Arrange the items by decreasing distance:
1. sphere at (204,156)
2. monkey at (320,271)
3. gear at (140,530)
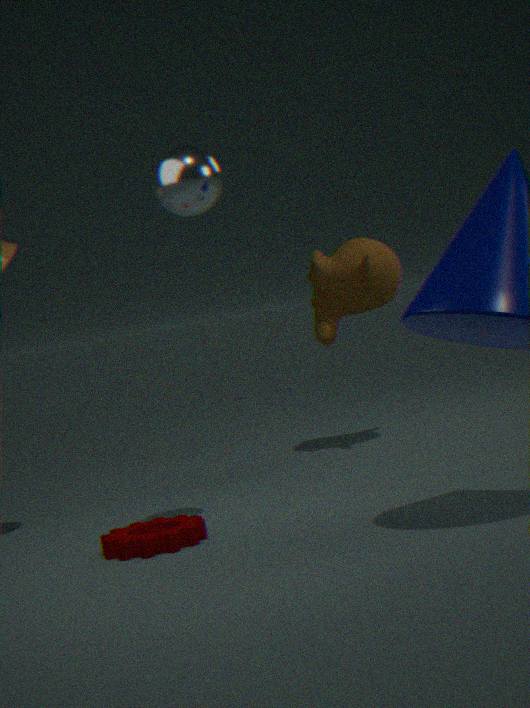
monkey at (320,271)
sphere at (204,156)
gear at (140,530)
